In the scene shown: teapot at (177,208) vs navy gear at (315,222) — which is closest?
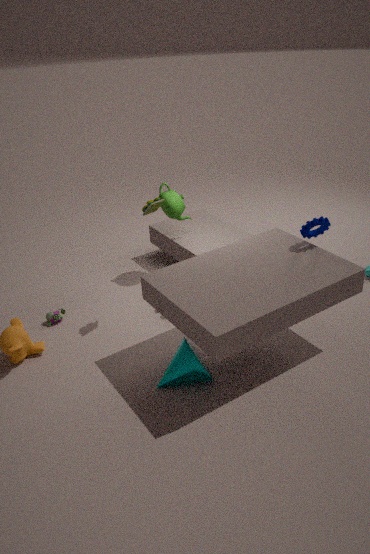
navy gear at (315,222)
